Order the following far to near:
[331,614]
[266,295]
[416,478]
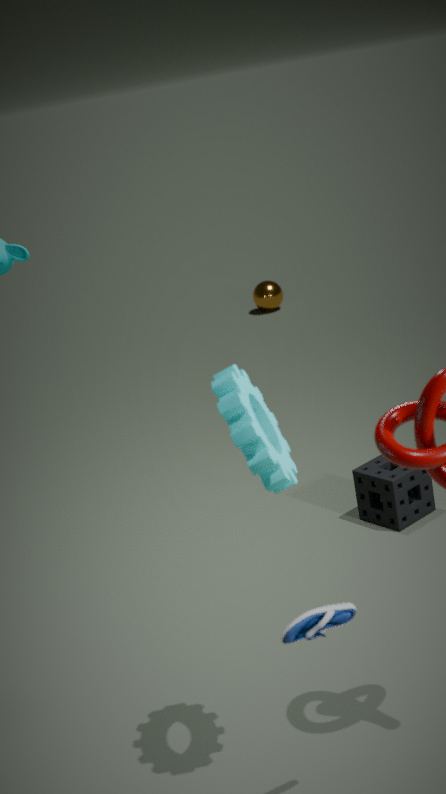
[266,295], [416,478], [331,614]
